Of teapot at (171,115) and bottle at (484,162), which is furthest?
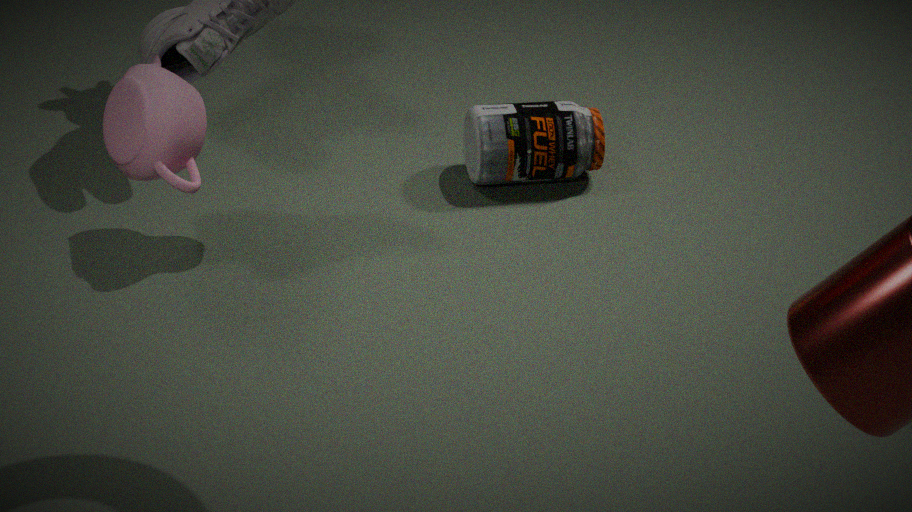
bottle at (484,162)
